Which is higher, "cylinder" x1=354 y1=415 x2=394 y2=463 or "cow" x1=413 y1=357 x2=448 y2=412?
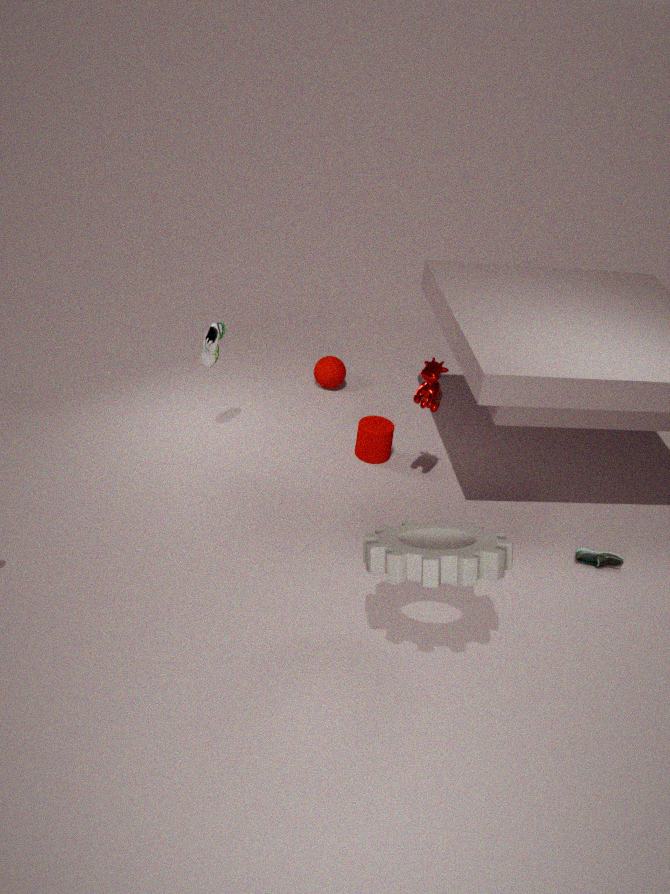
"cow" x1=413 y1=357 x2=448 y2=412
